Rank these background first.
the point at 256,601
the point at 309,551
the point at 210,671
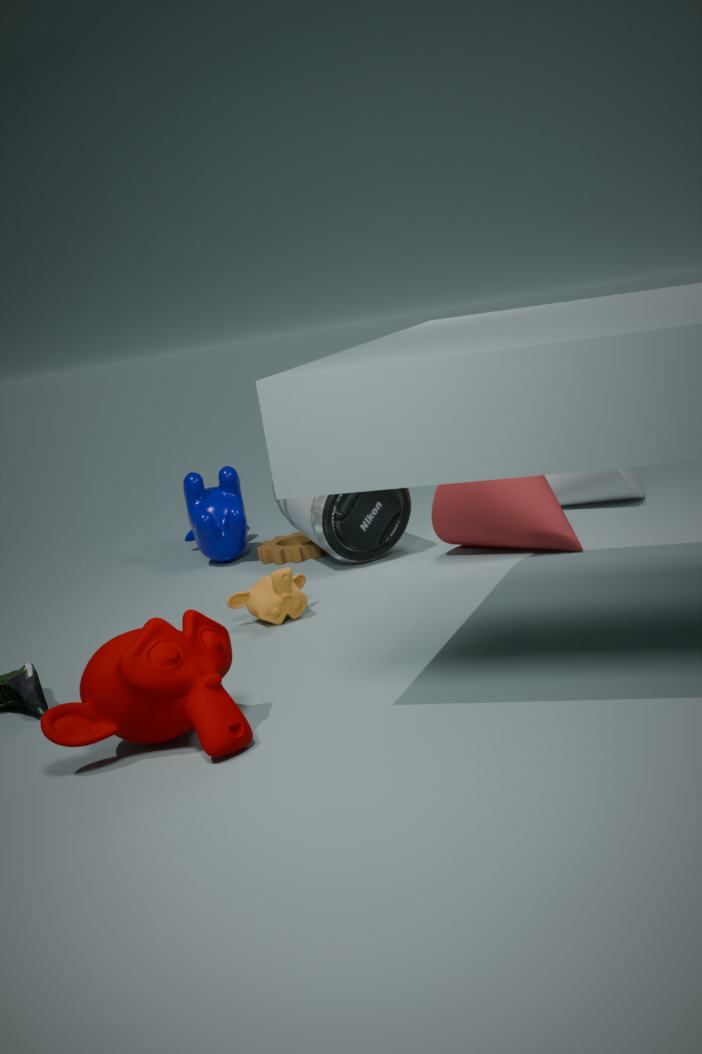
1. the point at 309,551
2. the point at 256,601
3. the point at 210,671
